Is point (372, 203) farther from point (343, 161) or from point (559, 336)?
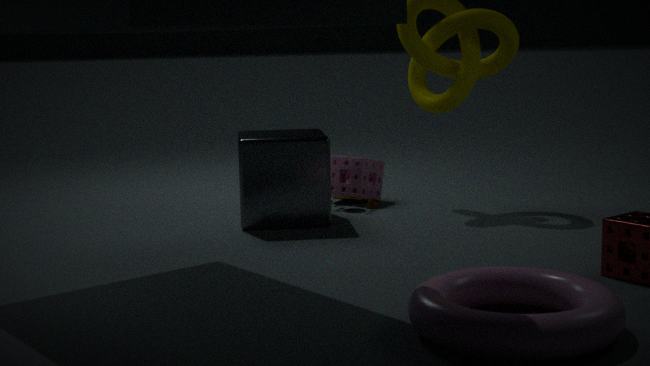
point (559, 336)
